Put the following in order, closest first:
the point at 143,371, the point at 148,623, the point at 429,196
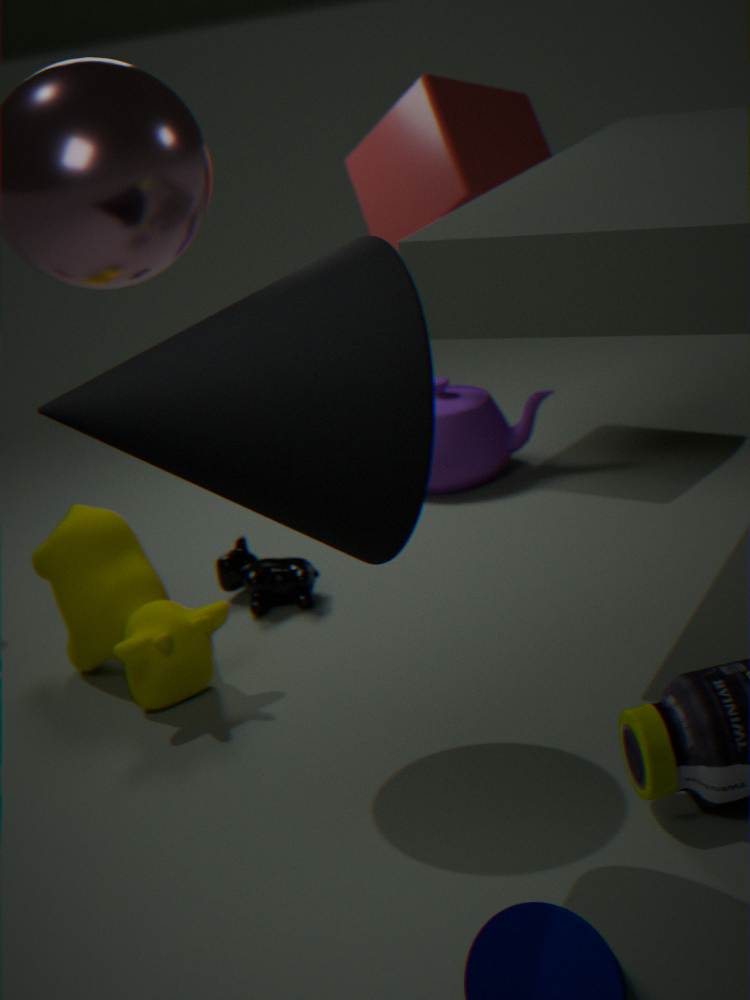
the point at 143,371 → the point at 148,623 → the point at 429,196
